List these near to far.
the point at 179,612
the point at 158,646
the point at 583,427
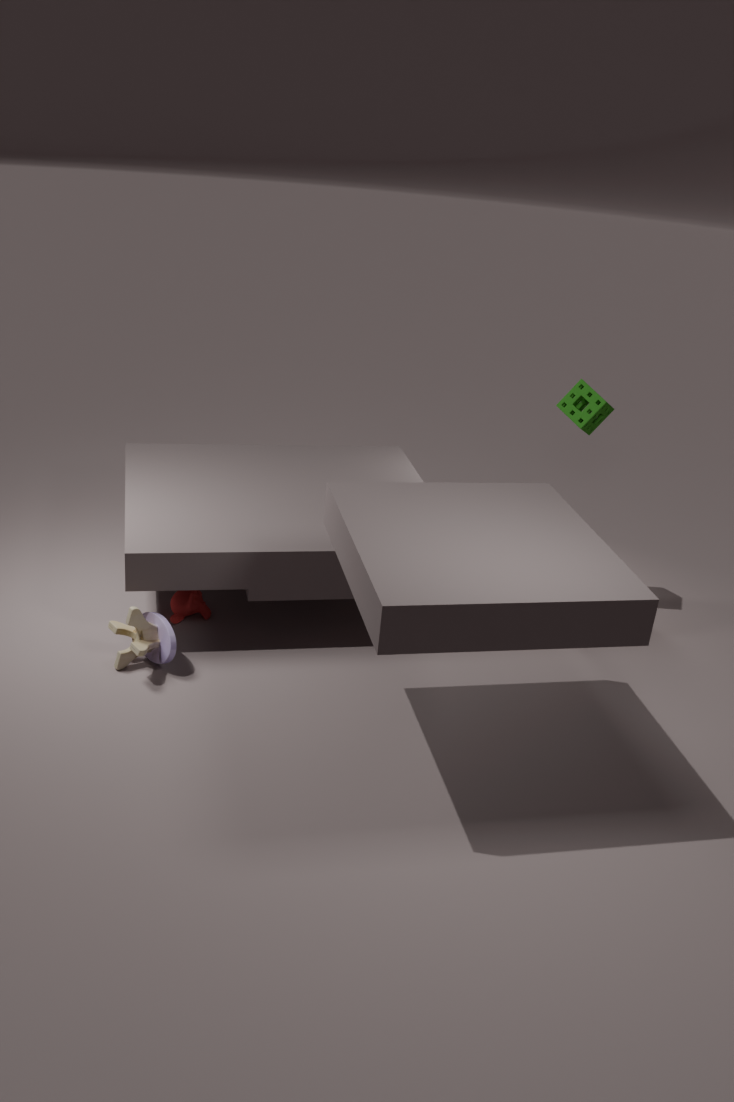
1. the point at 158,646
2. the point at 179,612
3. the point at 583,427
